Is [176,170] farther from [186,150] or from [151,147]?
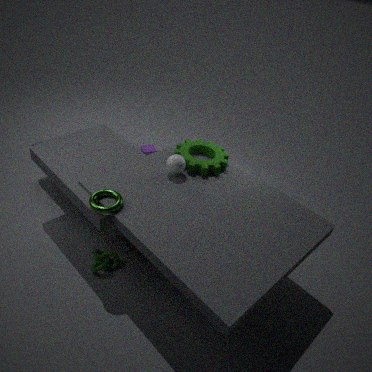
[151,147]
